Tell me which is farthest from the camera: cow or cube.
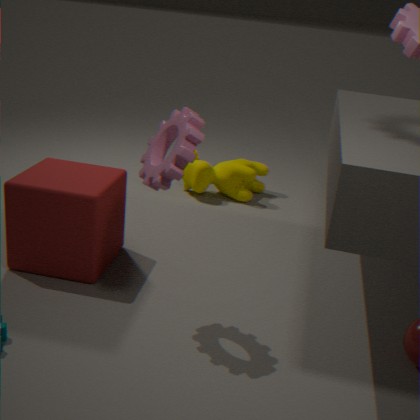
cow
